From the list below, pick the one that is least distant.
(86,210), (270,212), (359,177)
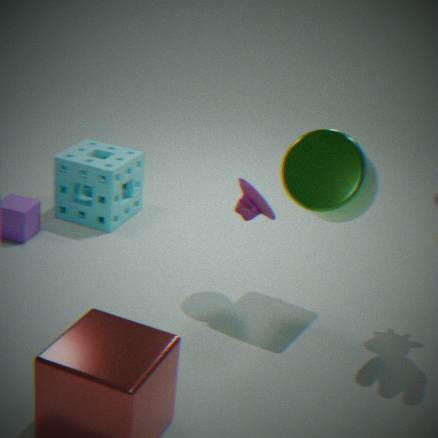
(359,177)
